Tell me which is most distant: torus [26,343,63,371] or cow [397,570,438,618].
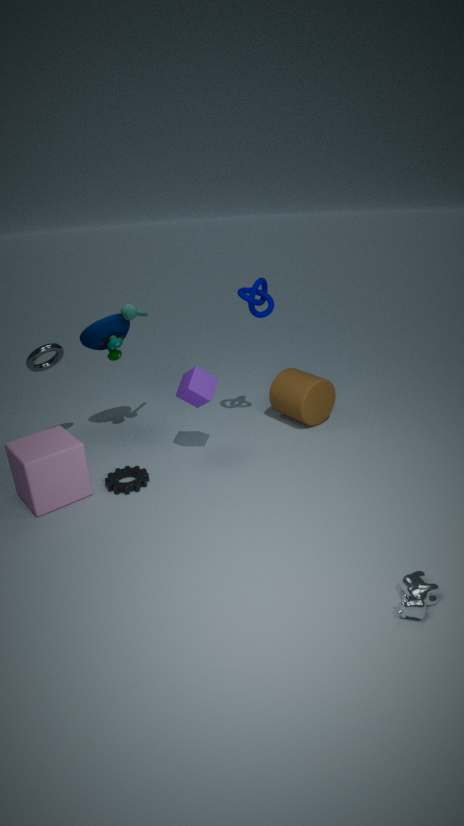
torus [26,343,63,371]
